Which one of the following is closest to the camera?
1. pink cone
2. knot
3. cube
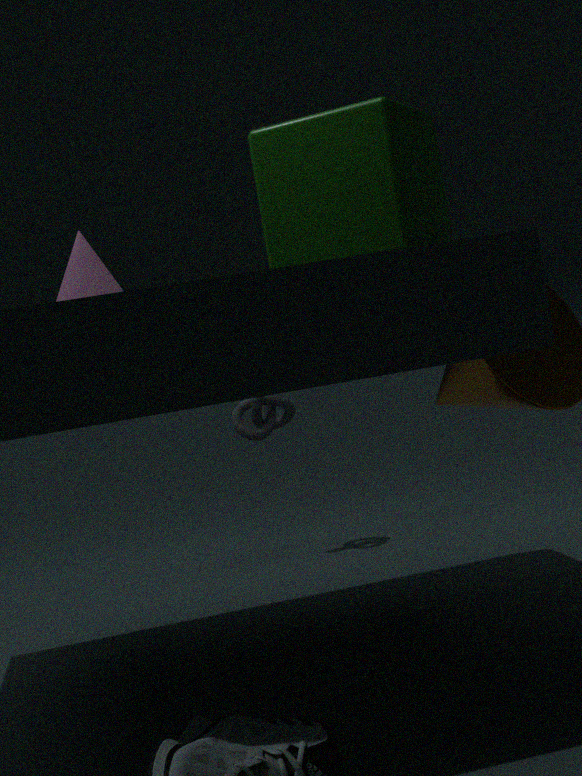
cube
